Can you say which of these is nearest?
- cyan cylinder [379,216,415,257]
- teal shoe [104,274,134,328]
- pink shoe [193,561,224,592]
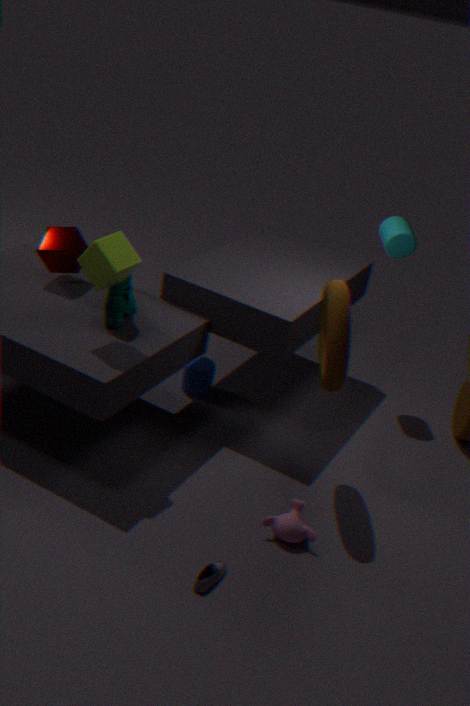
pink shoe [193,561,224,592]
